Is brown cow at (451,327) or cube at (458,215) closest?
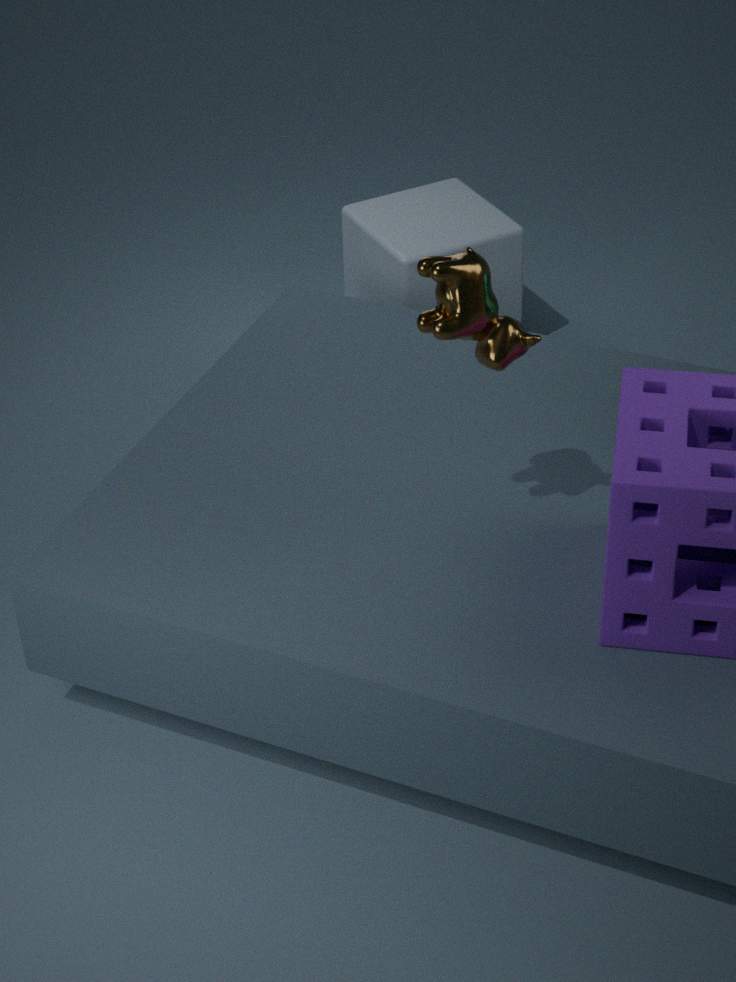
brown cow at (451,327)
